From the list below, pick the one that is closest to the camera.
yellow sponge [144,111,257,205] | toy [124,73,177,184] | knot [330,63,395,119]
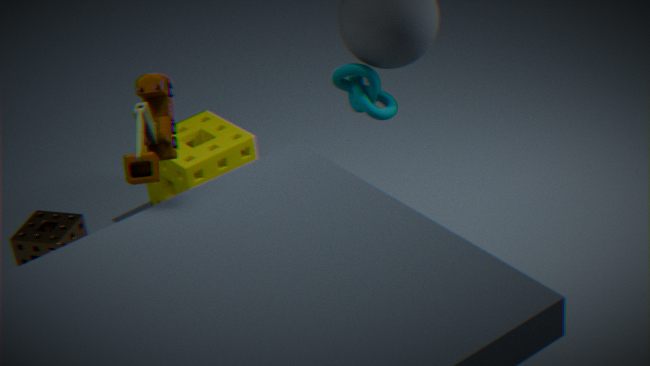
toy [124,73,177,184]
